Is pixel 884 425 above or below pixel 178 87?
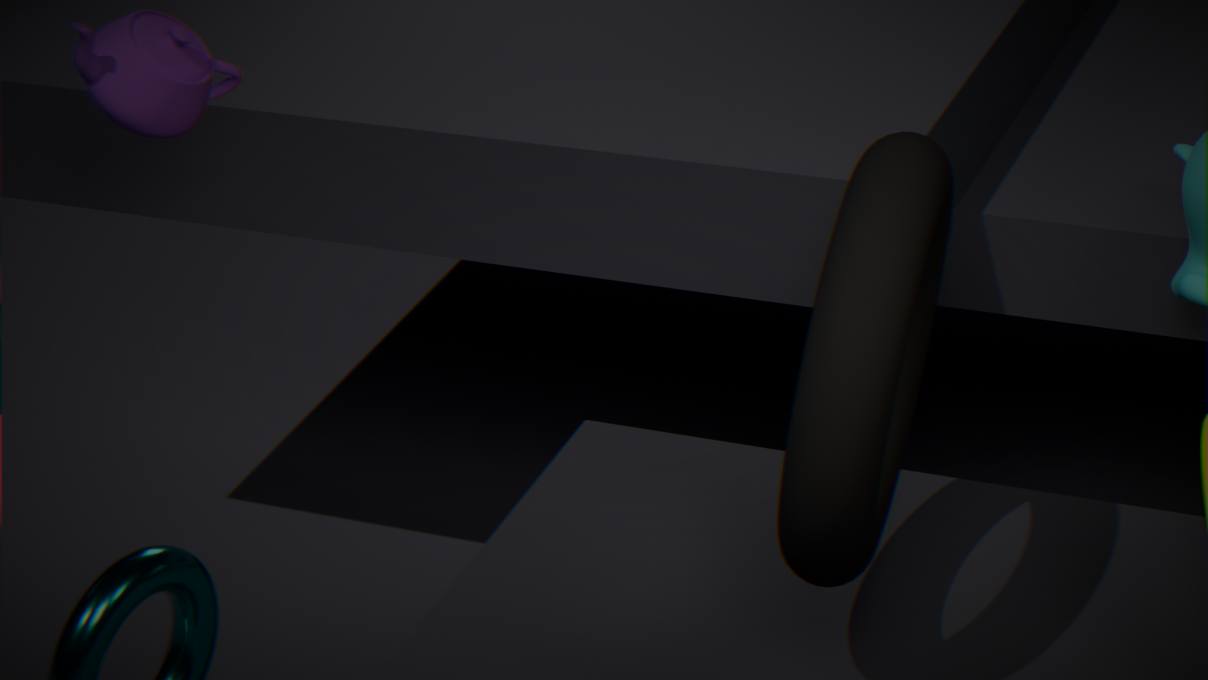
below
